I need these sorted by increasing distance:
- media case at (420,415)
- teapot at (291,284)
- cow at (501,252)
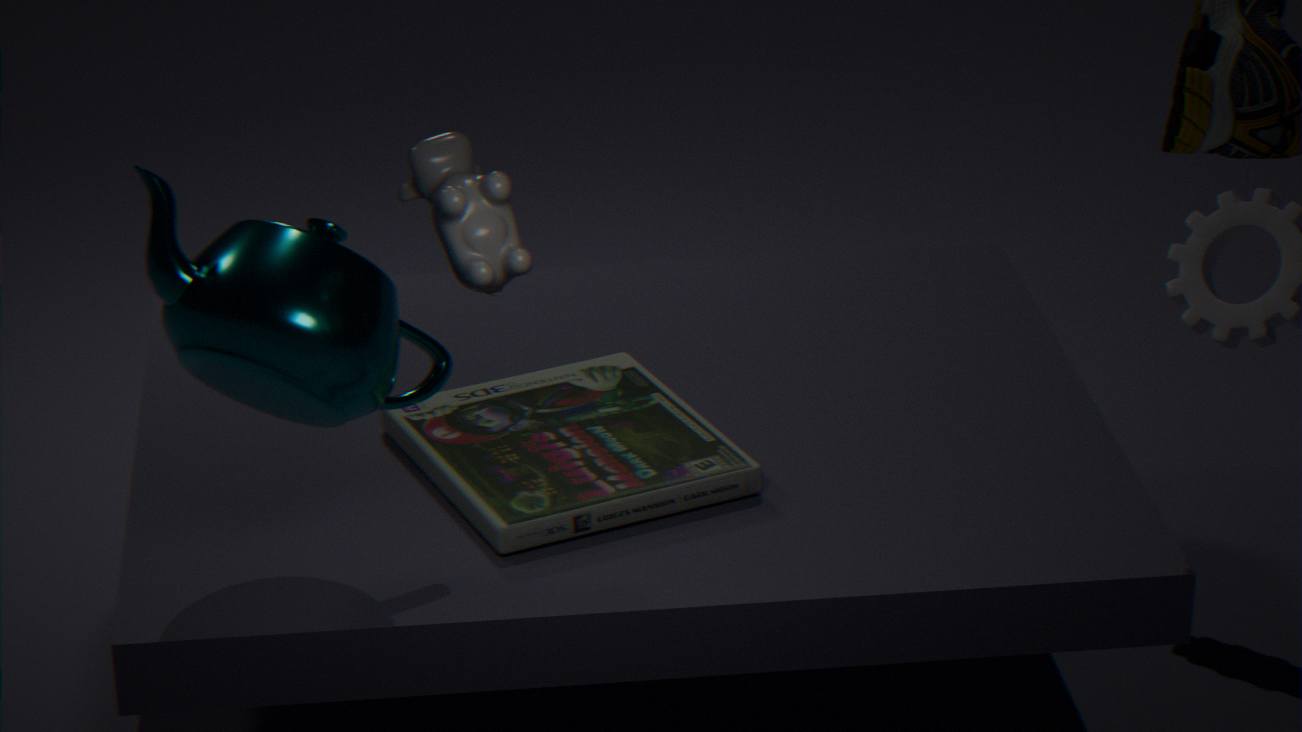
cow at (501,252), teapot at (291,284), media case at (420,415)
